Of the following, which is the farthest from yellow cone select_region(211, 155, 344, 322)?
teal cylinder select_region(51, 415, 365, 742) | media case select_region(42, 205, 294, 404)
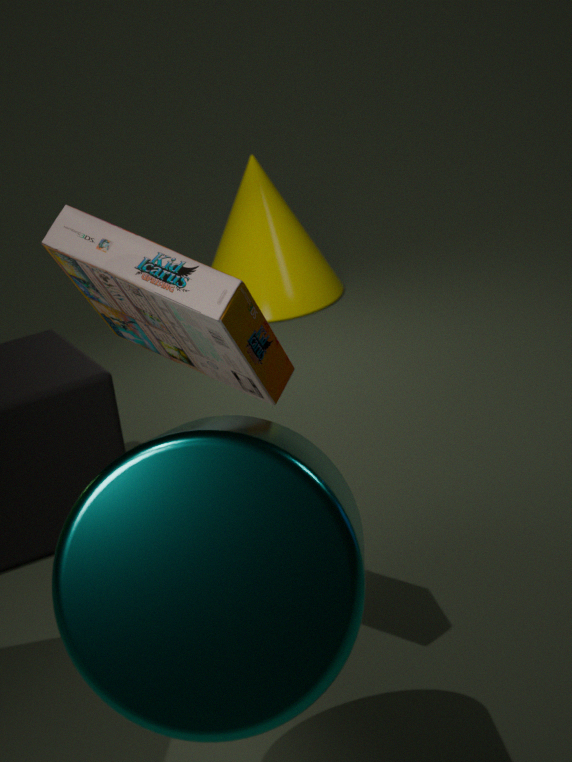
teal cylinder select_region(51, 415, 365, 742)
